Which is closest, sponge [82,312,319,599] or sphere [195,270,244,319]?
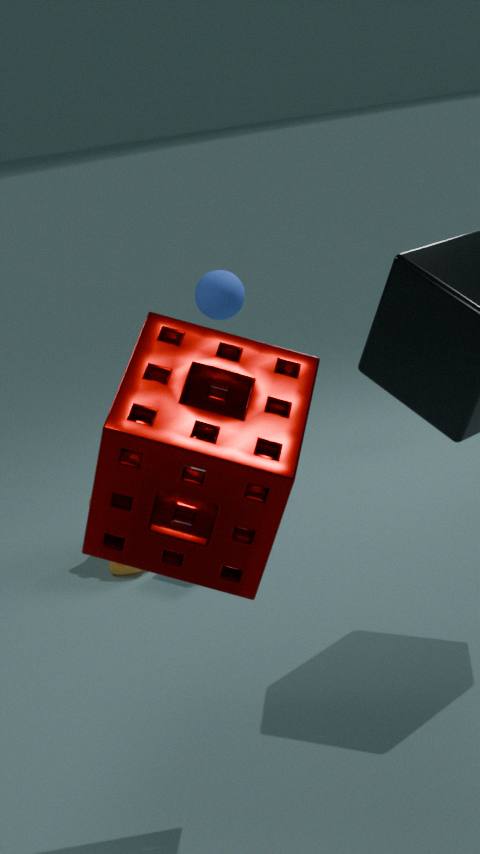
sponge [82,312,319,599]
